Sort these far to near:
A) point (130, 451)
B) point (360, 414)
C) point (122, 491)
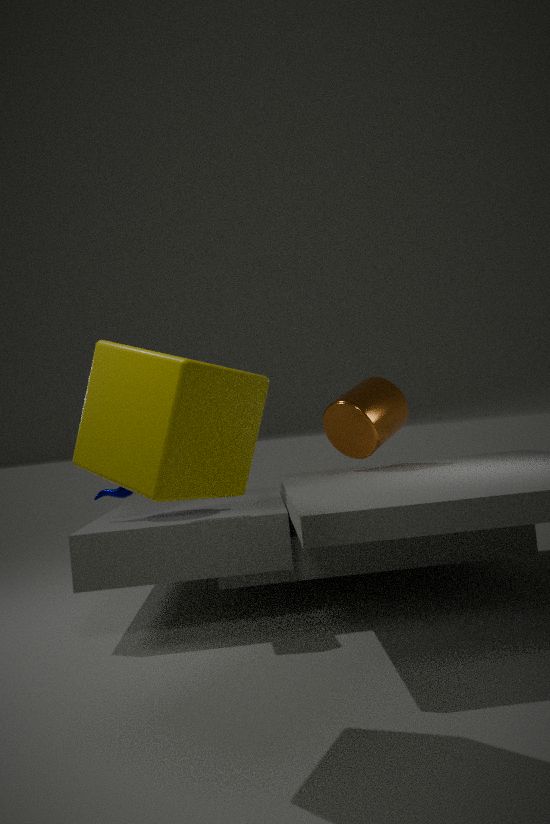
point (360, 414)
point (122, 491)
point (130, 451)
